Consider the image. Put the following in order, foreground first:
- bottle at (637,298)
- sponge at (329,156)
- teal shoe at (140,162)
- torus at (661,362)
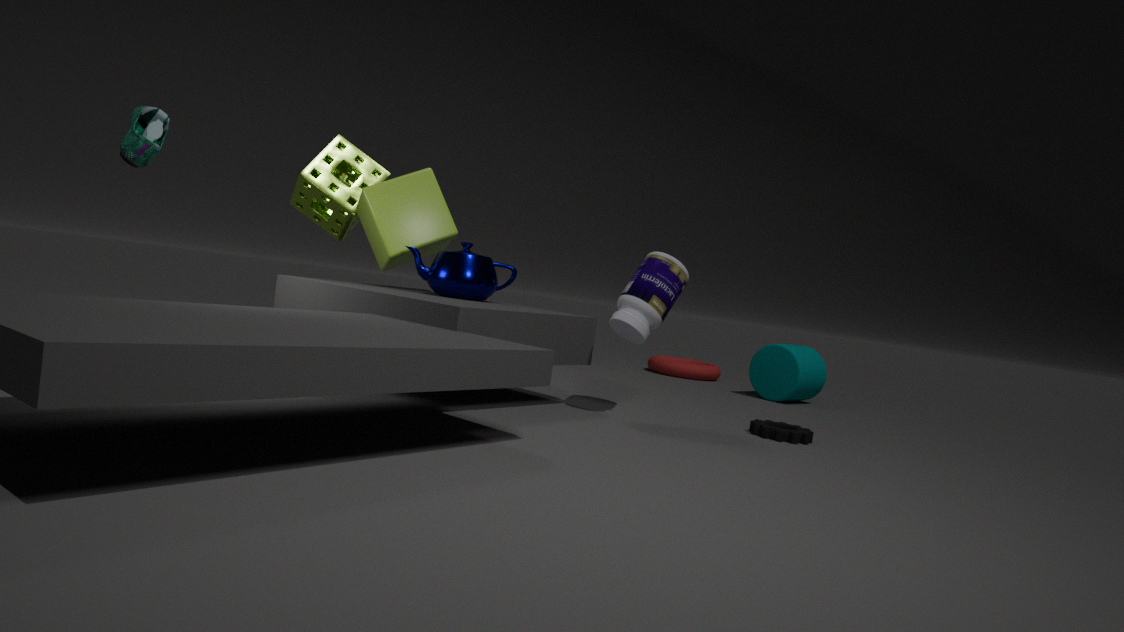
teal shoe at (140,162) → bottle at (637,298) → sponge at (329,156) → torus at (661,362)
